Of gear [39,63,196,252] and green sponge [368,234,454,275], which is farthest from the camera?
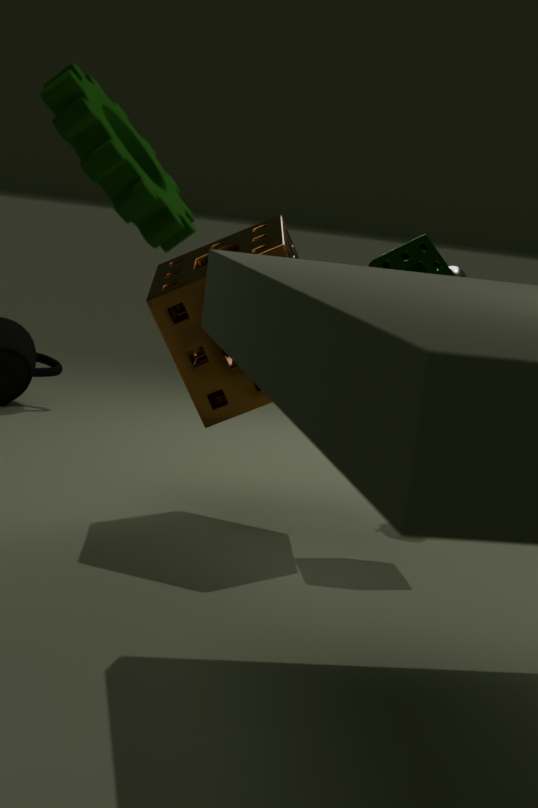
green sponge [368,234,454,275]
